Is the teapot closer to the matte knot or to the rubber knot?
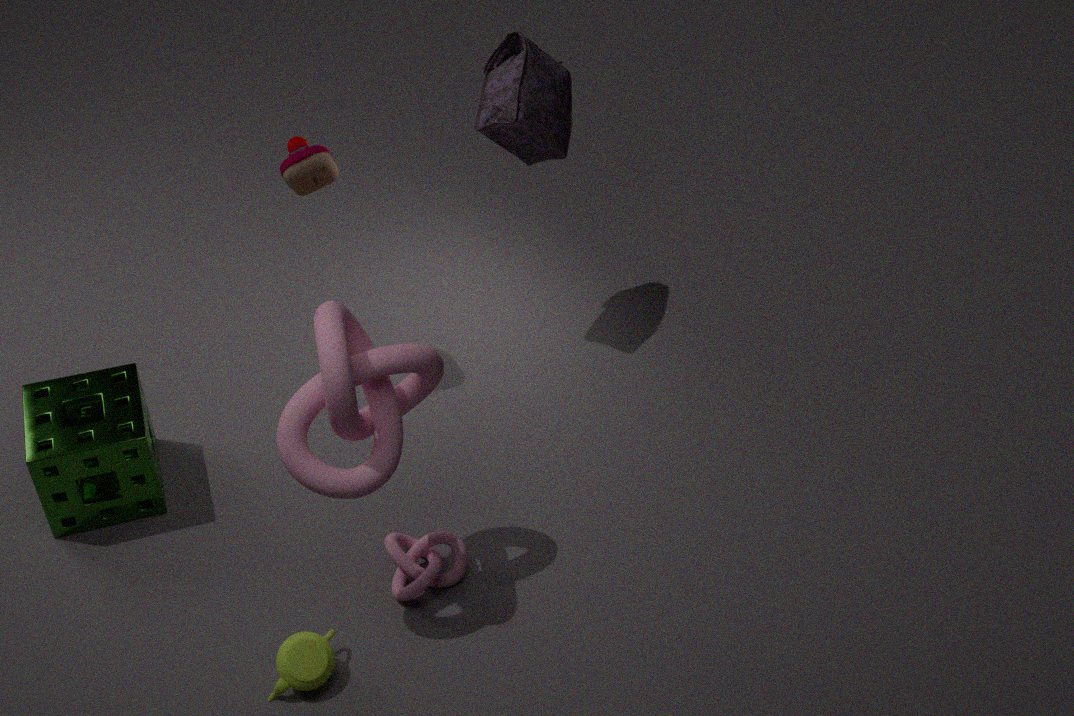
the rubber knot
